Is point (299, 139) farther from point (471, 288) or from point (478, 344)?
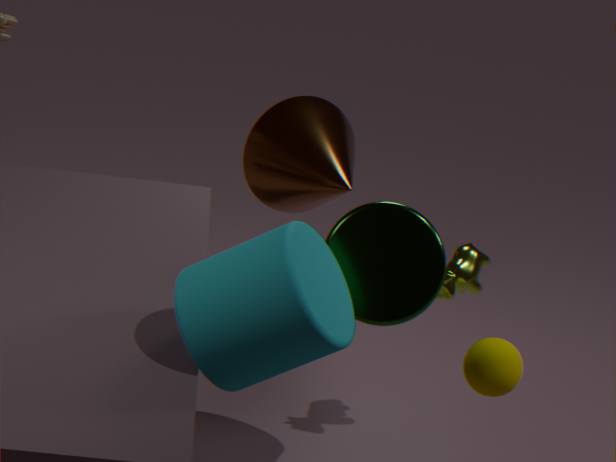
point (478, 344)
